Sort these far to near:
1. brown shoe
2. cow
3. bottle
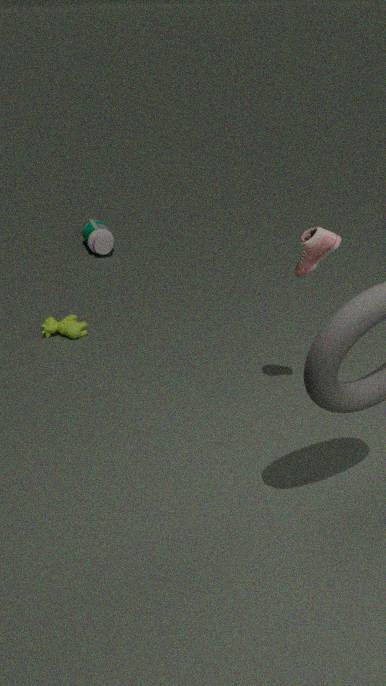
bottle < cow < brown shoe
